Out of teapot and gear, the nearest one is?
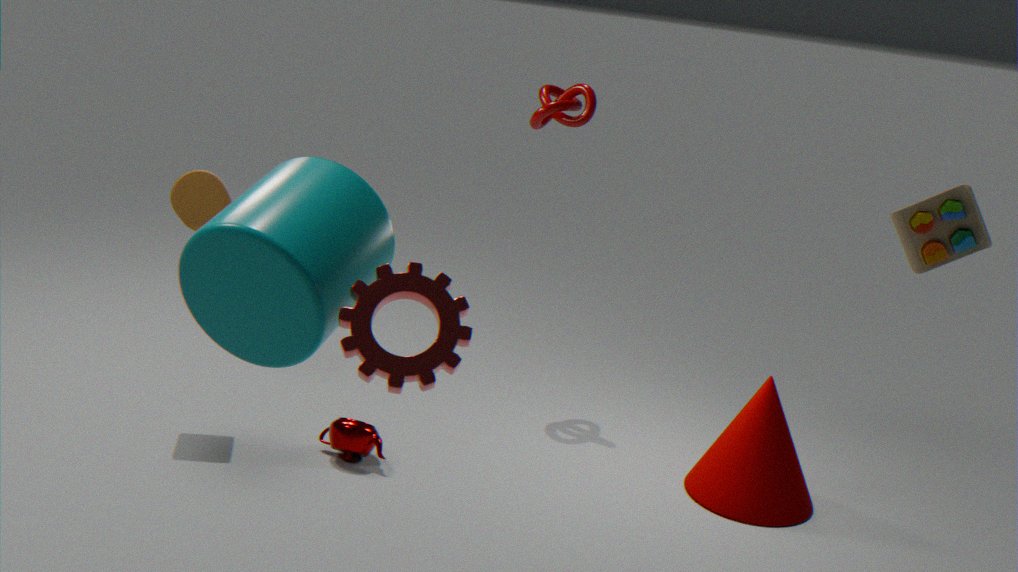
gear
